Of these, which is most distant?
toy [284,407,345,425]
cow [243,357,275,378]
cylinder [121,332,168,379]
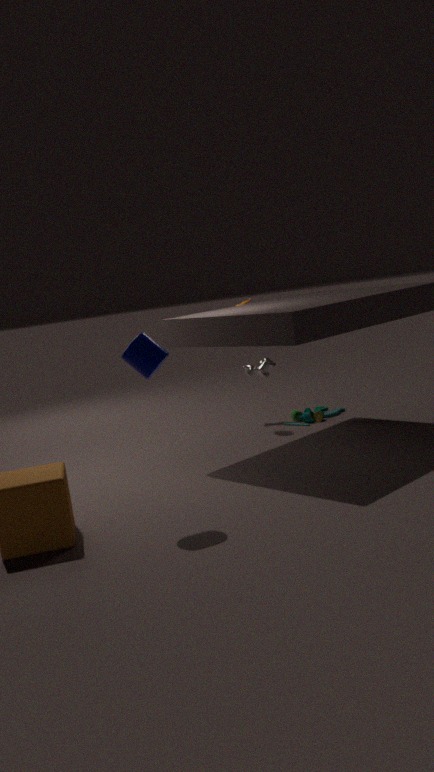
cow [243,357,275,378]
